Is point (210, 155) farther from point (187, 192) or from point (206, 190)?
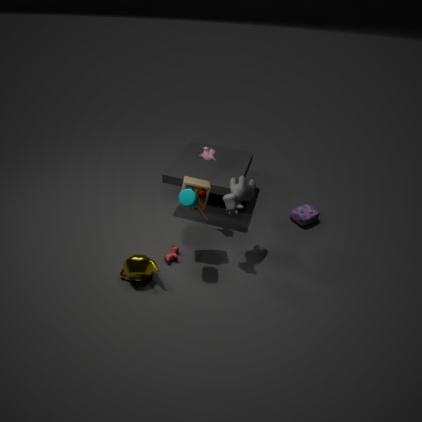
point (187, 192)
